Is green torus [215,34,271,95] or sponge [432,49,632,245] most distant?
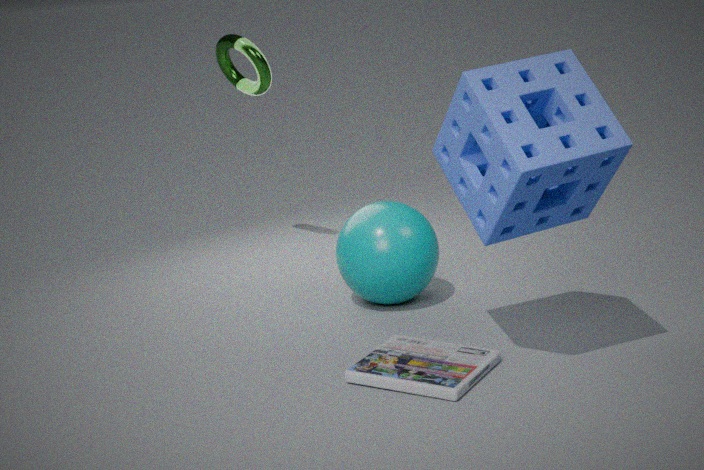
green torus [215,34,271,95]
